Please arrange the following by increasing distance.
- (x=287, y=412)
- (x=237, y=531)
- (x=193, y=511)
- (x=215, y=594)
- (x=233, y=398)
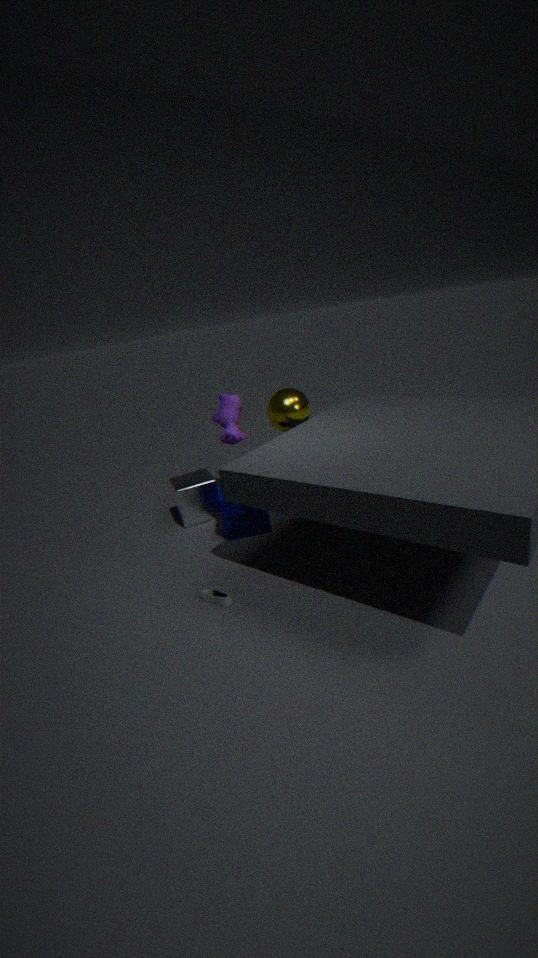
(x=215, y=594)
(x=287, y=412)
(x=237, y=531)
(x=193, y=511)
(x=233, y=398)
